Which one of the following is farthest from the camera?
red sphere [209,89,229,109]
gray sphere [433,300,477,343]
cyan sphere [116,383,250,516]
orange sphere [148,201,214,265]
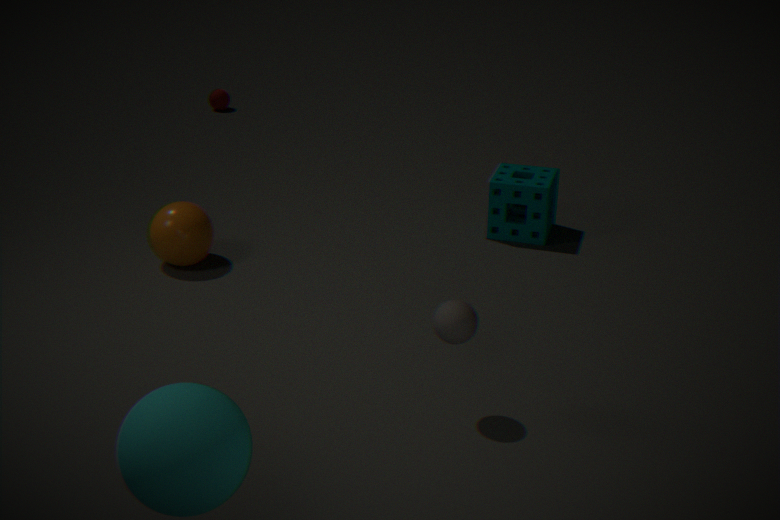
red sphere [209,89,229,109]
